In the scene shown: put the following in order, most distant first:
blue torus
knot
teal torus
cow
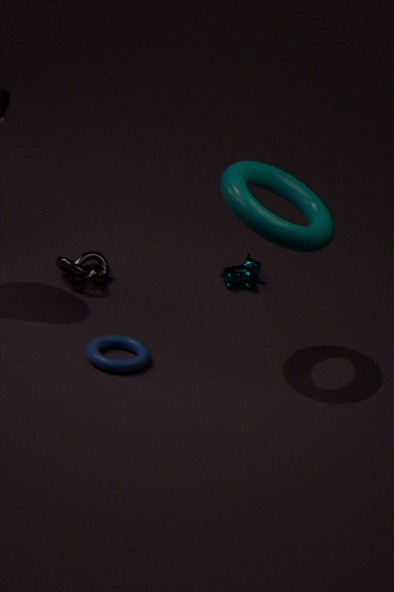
1. cow
2. knot
3. blue torus
4. teal torus
